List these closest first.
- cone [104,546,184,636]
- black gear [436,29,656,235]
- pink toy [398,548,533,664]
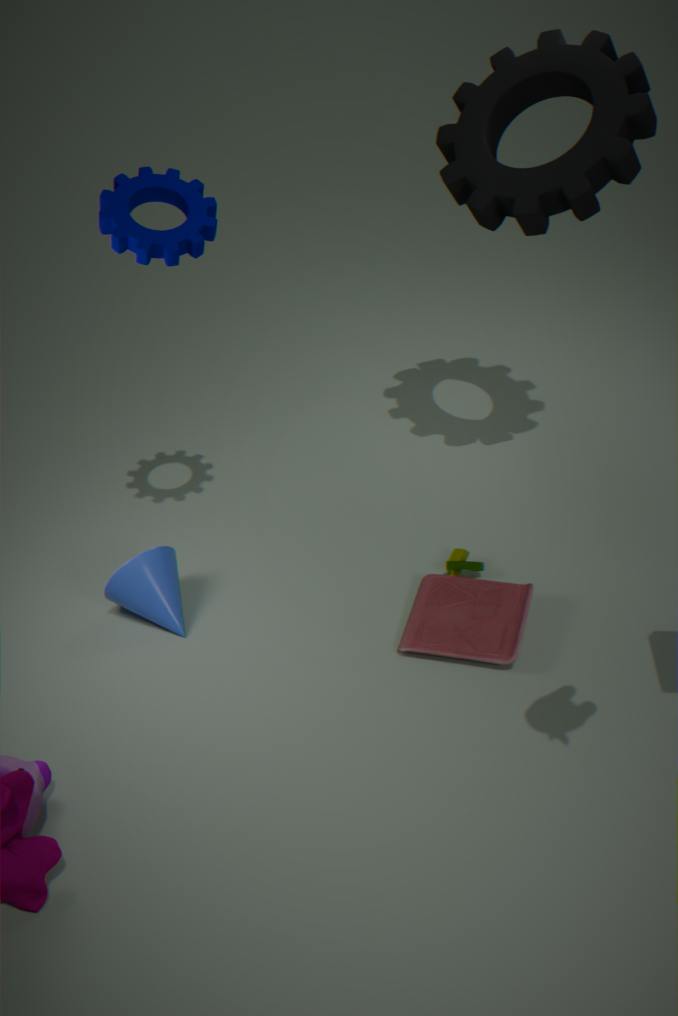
pink toy [398,548,533,664] < black gear [436,29,656,235] < cone [104,546,184,636]
